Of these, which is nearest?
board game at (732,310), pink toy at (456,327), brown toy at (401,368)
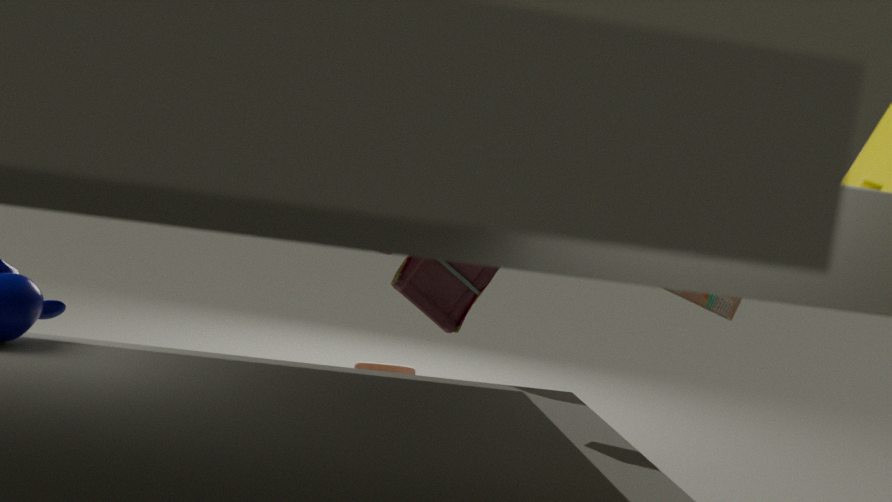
board game at (732,310)
